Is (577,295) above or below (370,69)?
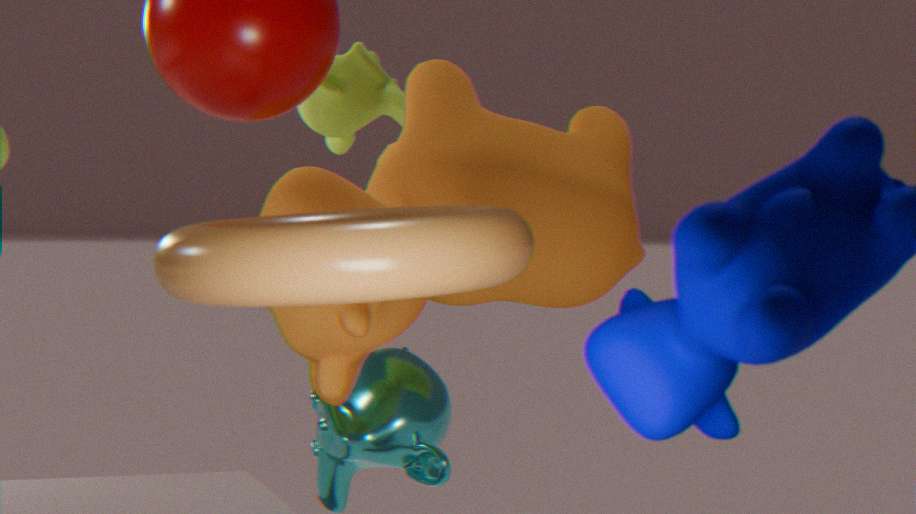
below
